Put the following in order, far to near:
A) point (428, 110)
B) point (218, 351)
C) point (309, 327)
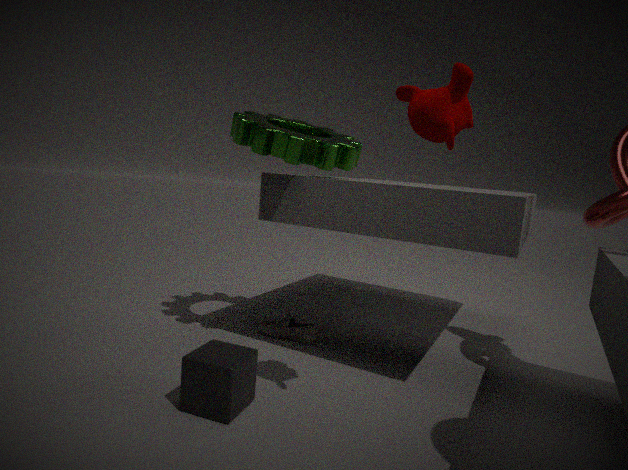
1. point (309, 327)
2. point (218, 351)
3. point (428, 110)
